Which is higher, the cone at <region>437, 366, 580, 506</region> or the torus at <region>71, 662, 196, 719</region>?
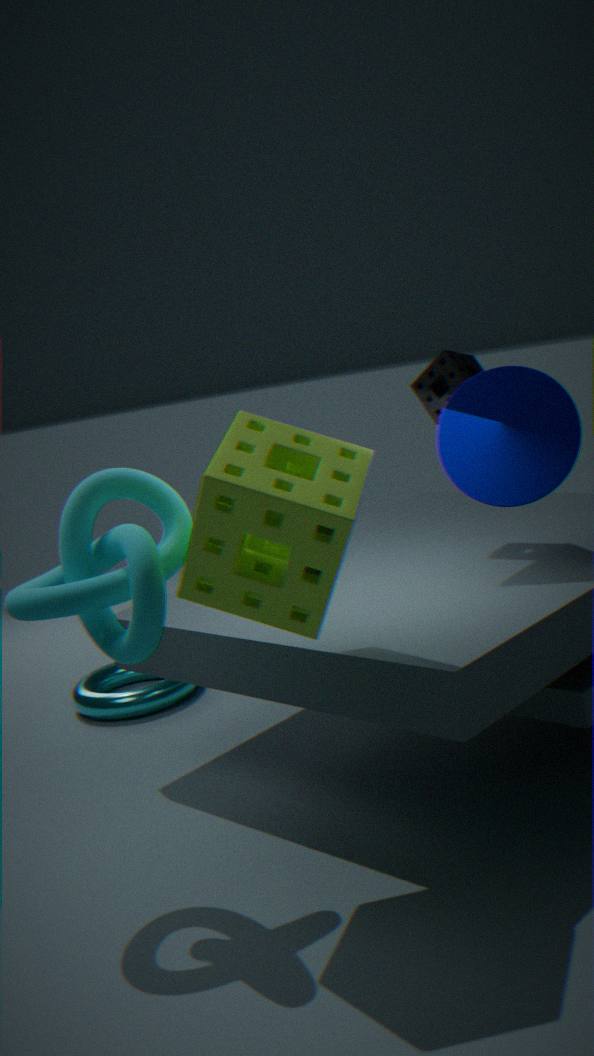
the cone at <region>437, 366, 580, 506</region>
